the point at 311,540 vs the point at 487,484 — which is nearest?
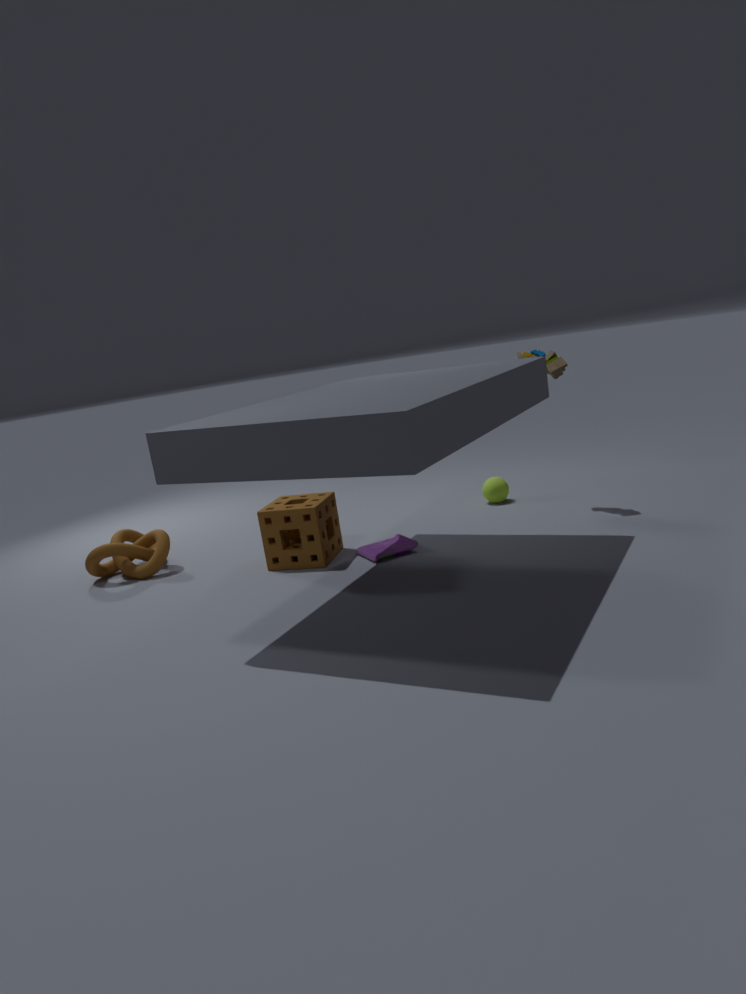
the point at 311,540
